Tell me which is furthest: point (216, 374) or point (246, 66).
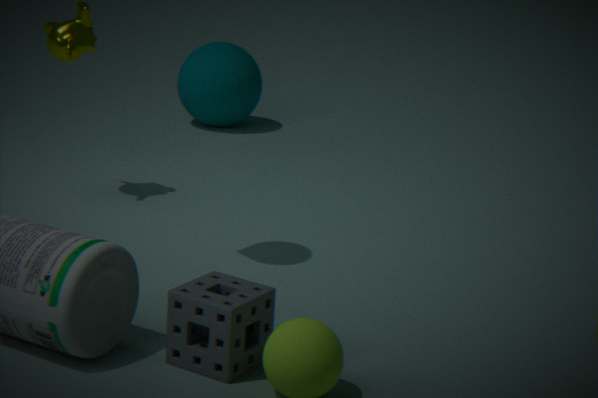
point (246, 66)
